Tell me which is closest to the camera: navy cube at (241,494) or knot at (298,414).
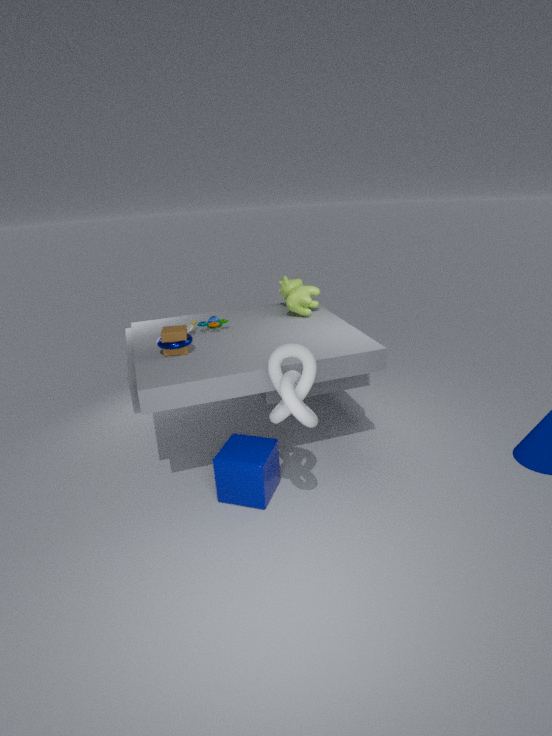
knot at (298,414)
